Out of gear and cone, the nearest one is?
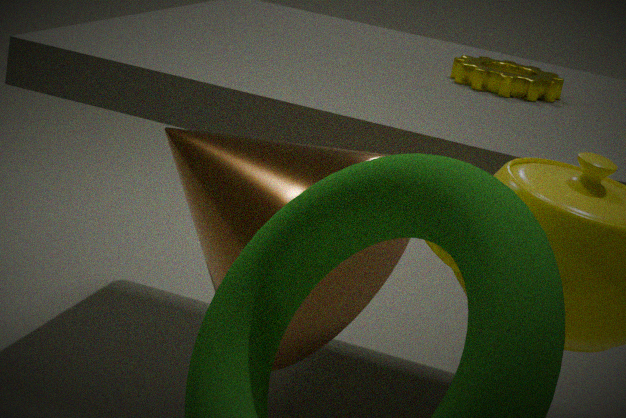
cone
